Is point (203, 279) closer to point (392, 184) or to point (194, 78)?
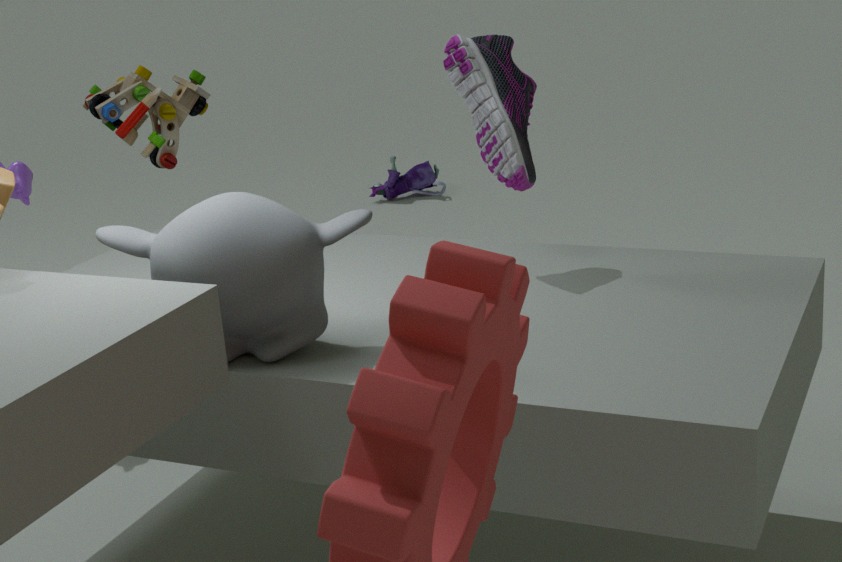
point (194, 78)
